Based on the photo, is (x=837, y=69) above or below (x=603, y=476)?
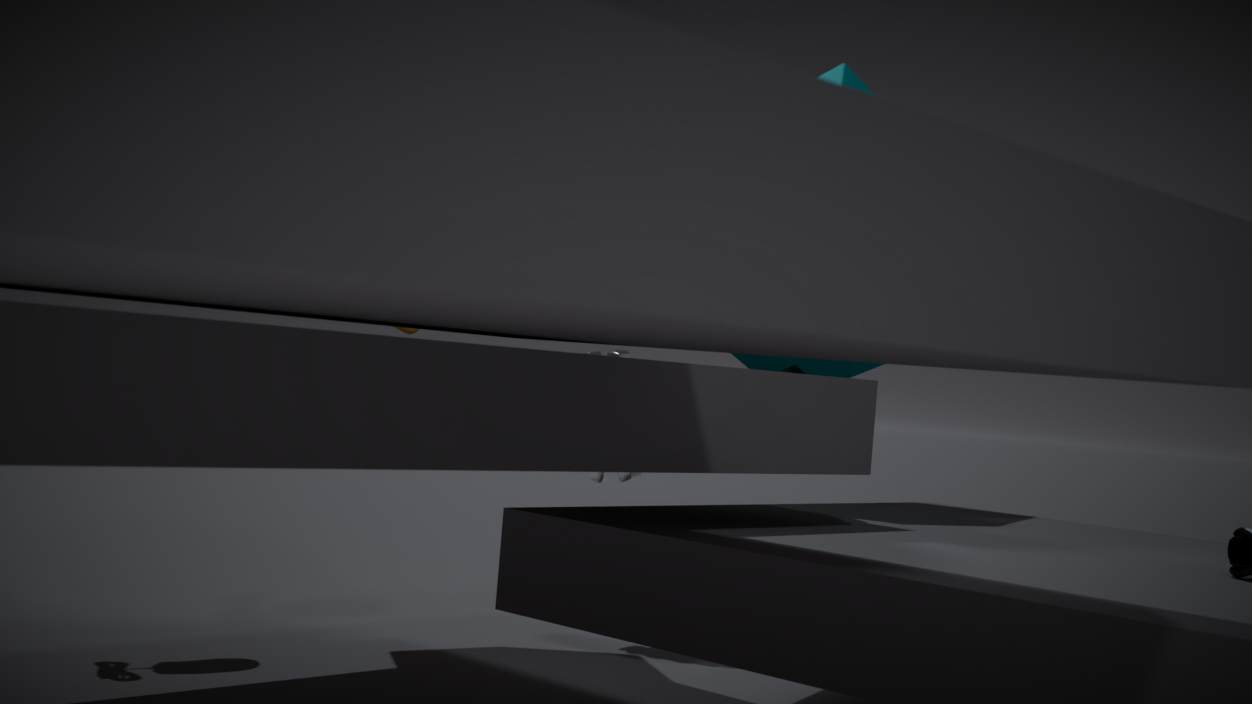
above
